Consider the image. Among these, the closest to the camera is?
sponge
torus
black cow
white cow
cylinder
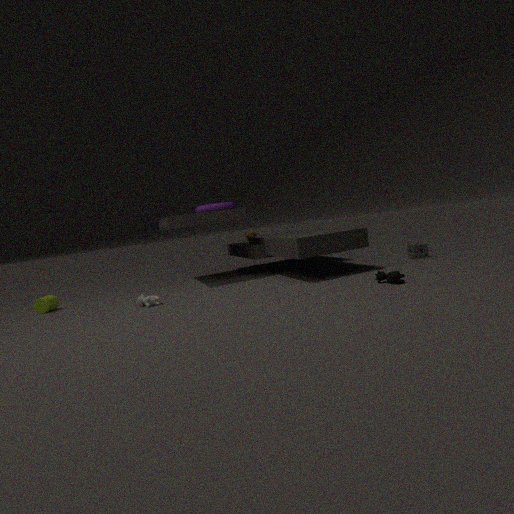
black cow
